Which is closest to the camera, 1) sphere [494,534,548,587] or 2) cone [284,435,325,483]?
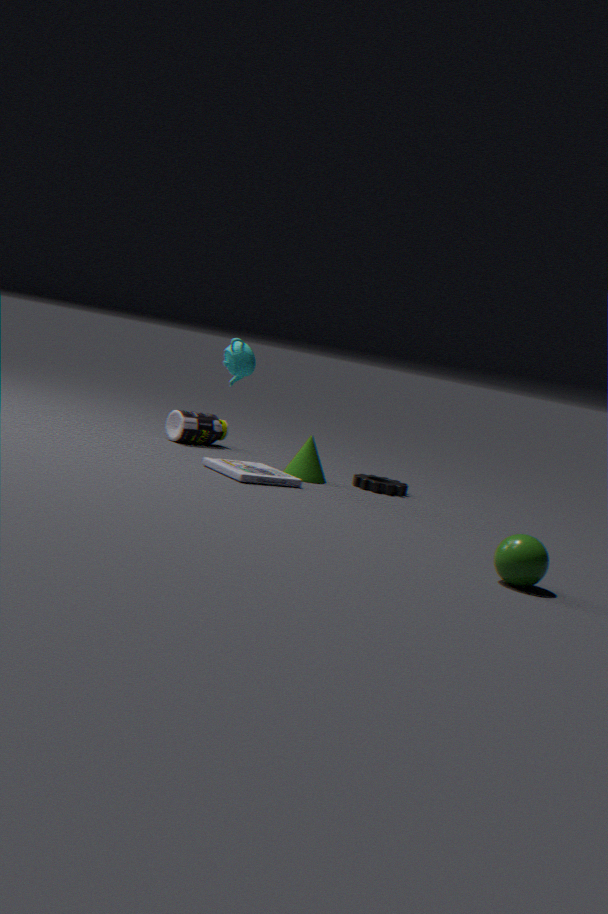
1. sphere [494,534,548,587]
